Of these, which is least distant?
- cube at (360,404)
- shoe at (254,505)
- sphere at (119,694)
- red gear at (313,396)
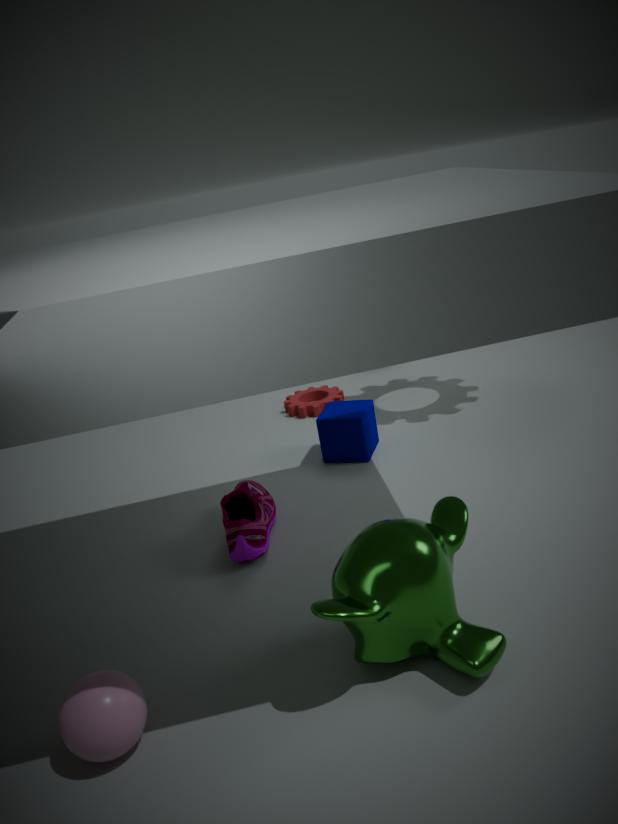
sphere at (119,694)
